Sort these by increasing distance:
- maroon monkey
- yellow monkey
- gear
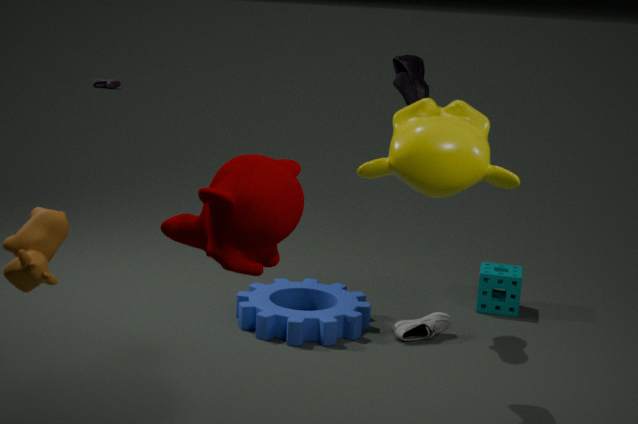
maroon monkey
yellow monkey
gear
